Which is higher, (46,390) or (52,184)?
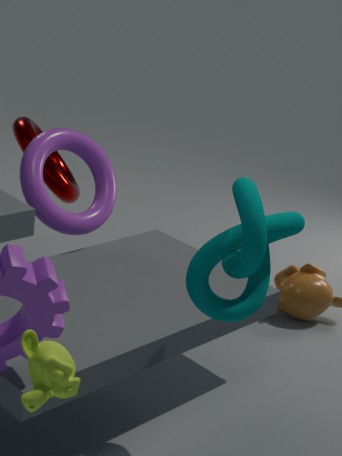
(46,390)
